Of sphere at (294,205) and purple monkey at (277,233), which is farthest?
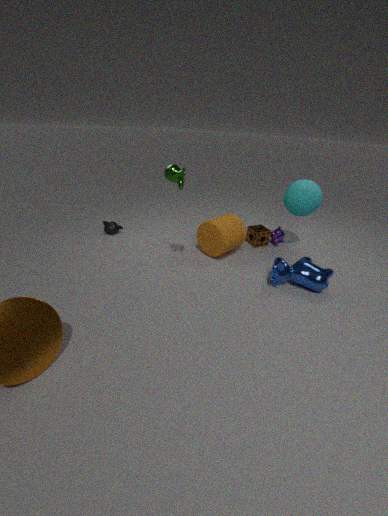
purple monkey at (277,233)
